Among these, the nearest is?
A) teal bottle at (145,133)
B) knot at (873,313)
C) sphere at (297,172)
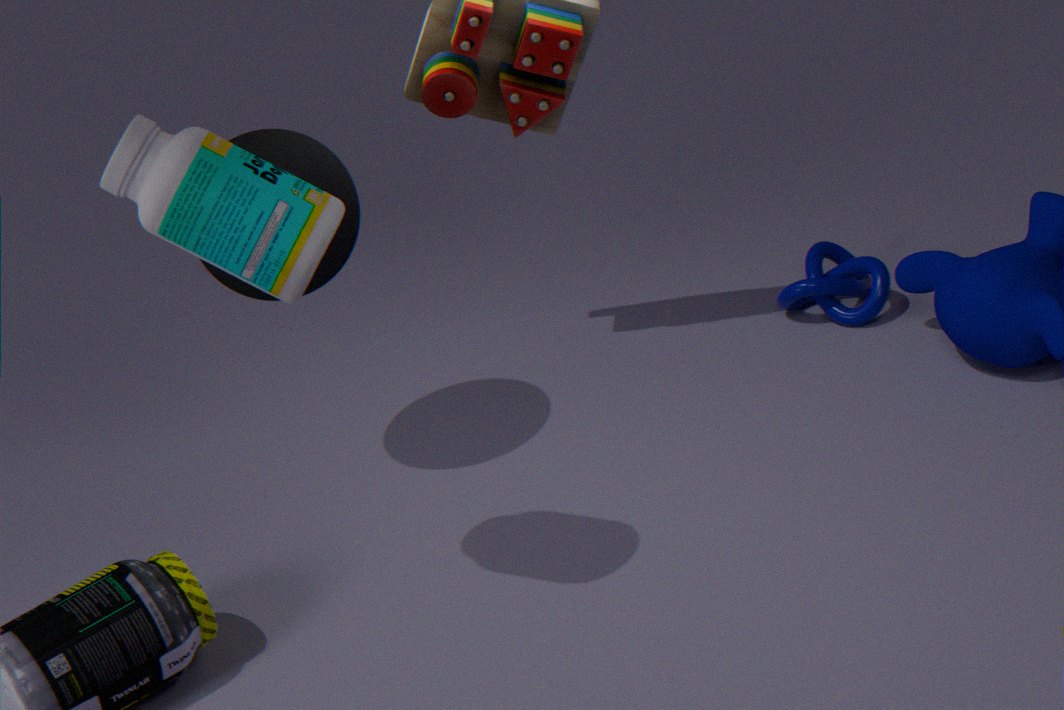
teal bottle at (145,133)
